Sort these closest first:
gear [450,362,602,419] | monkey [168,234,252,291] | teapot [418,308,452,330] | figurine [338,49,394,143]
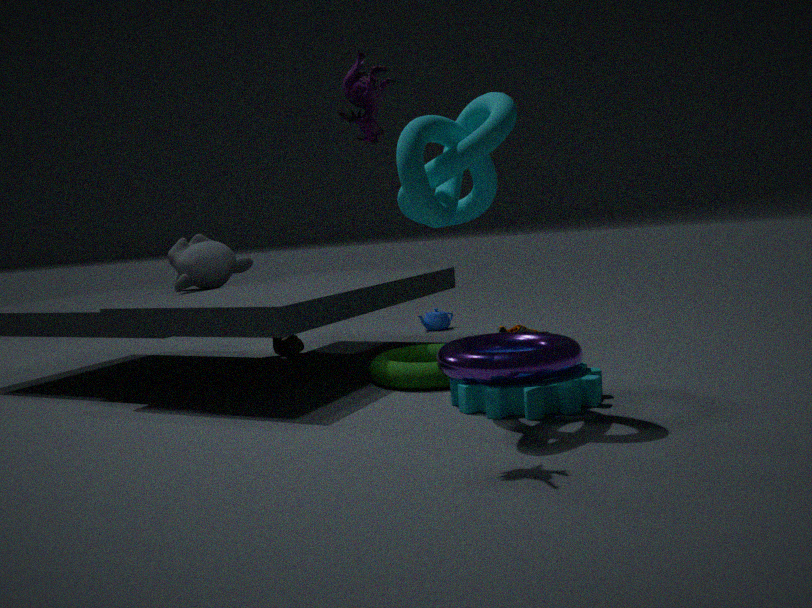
1. figurine [338,49,394,143]
2. gear [450,362,602,419]
3. monkey [168,234,252,291]
4. teapot [418,308,452,330]
